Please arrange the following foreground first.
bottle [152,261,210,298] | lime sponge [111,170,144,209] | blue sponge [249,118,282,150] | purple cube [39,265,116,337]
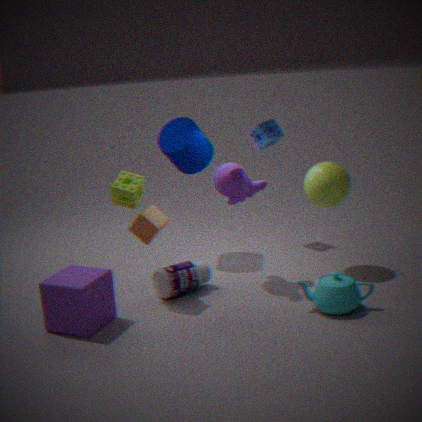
purple cube [39,265,116,337] → lime sponge [111,170,144,209] → bottle [152,261,210,298] → blue sponge [249,118,282,150]
